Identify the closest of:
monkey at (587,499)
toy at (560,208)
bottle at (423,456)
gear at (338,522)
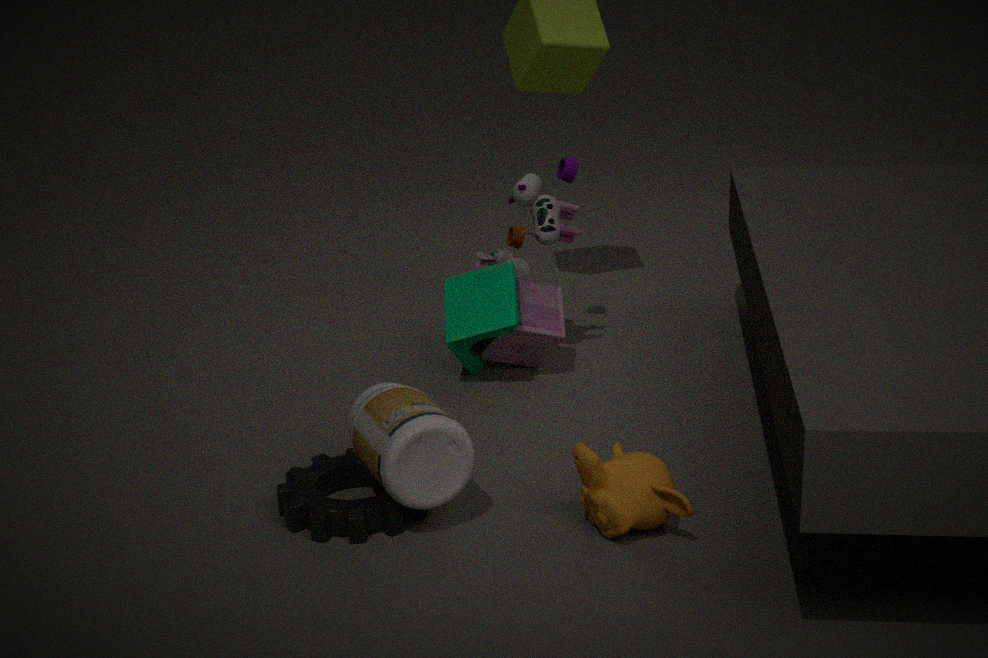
monkey at (587,499)
